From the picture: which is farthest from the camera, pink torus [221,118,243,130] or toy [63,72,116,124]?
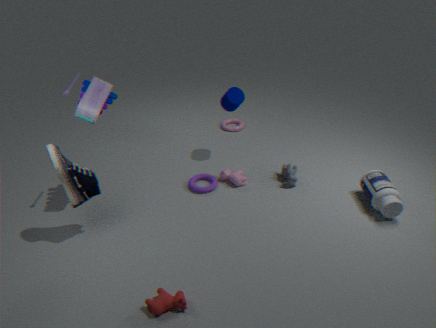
pink torus [221,118,243,130]
